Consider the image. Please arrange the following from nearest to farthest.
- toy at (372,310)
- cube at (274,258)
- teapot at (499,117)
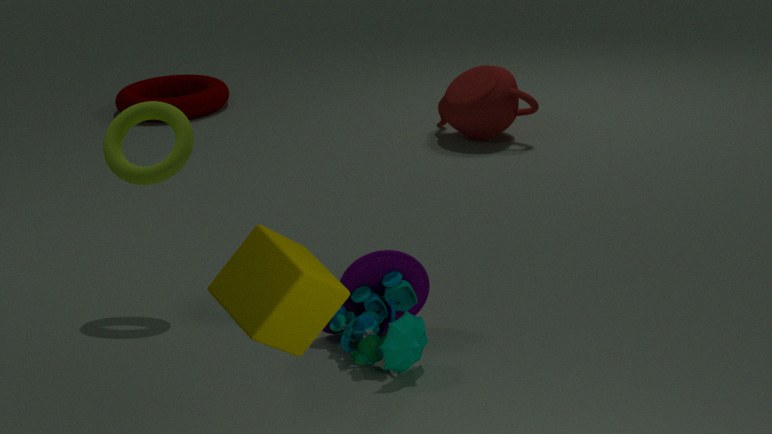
1. cube at (274,258)
2. toy at (372,310)
3. teapot at (499,117)
